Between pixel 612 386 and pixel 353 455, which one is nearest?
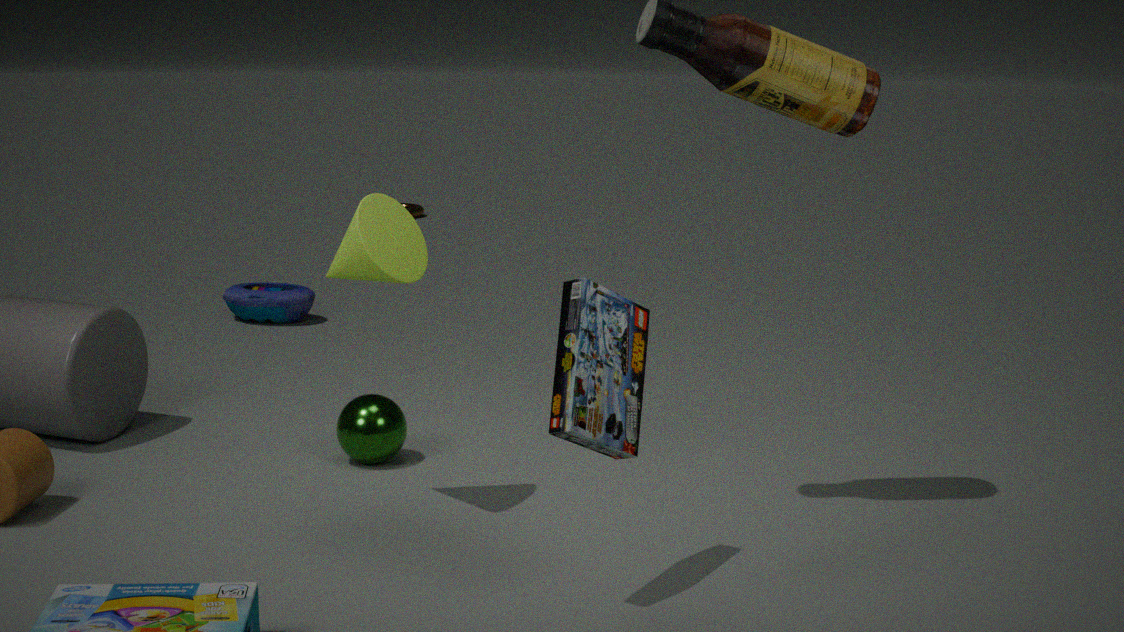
pixel 612 386
